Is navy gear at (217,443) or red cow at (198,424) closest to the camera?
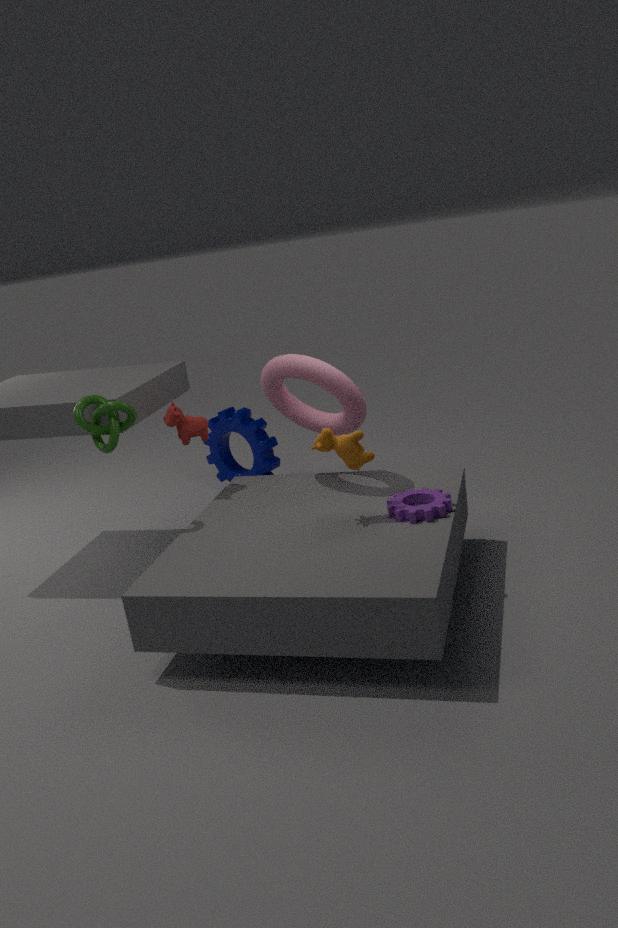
red cow at (198,424)
